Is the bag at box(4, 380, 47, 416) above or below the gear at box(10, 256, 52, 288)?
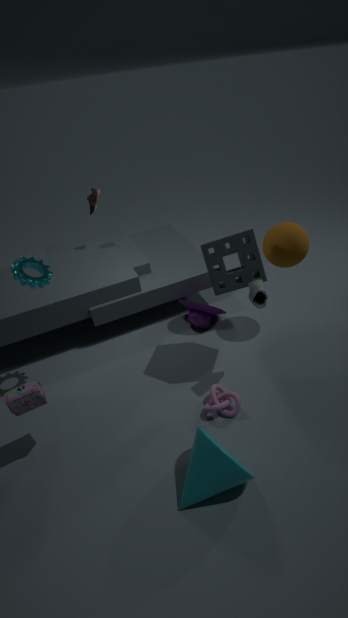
below
